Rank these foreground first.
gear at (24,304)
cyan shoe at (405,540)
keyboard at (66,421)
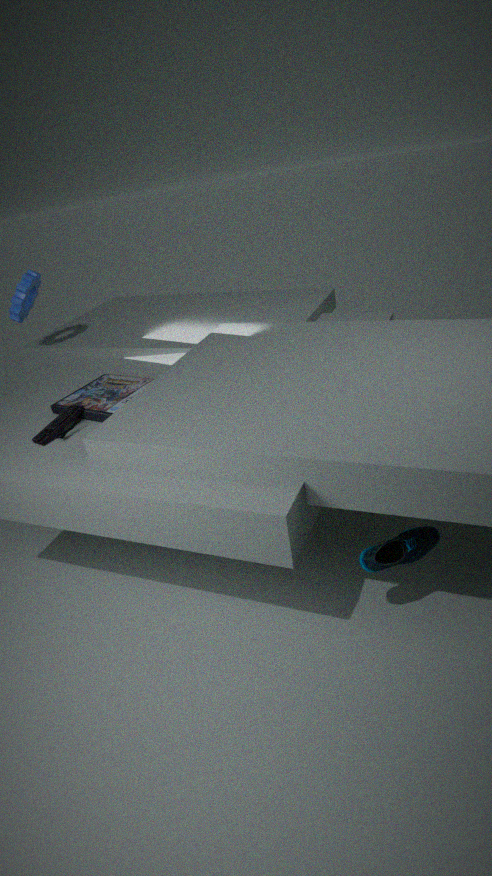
cyan shoe at (405,540)
keyboard at (66,421)
gear at (24,304)
